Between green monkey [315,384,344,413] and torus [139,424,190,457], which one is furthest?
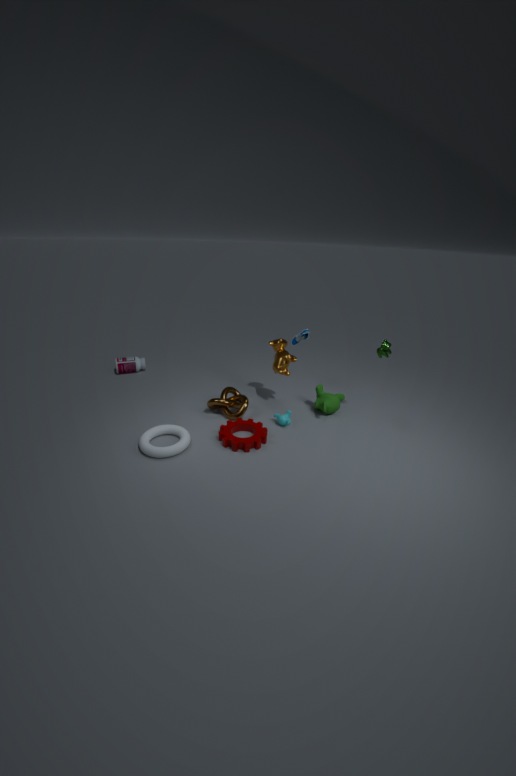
green monkey [315,384,344,413]
